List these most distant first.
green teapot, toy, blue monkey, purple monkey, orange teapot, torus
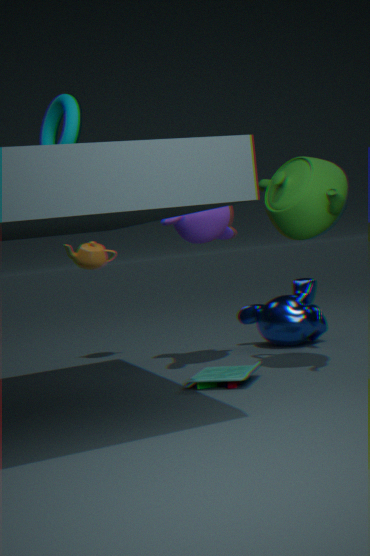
orange teapot < blue monkey < purple monkey < toy < green teapot < torus
